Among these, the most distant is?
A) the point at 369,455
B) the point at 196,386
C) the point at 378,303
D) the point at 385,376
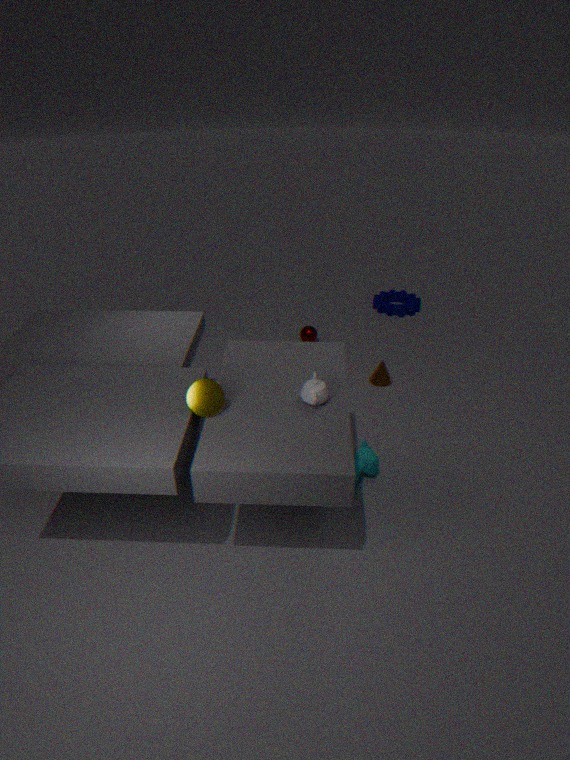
the point at 378,303
